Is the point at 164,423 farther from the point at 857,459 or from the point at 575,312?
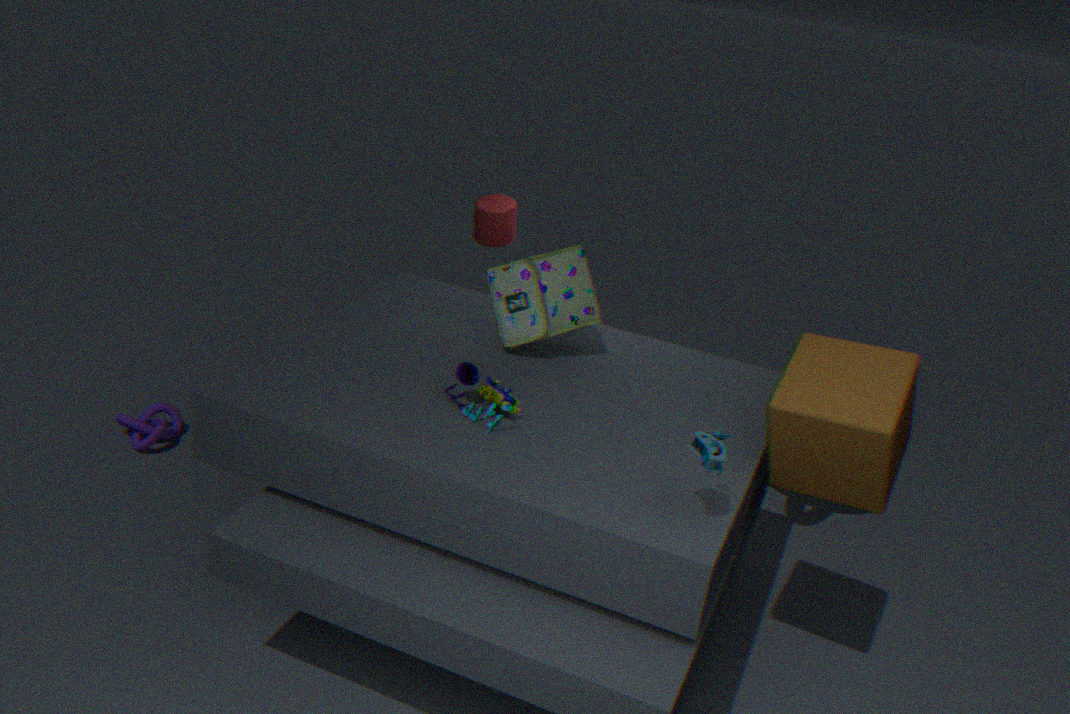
the point at 857,459
